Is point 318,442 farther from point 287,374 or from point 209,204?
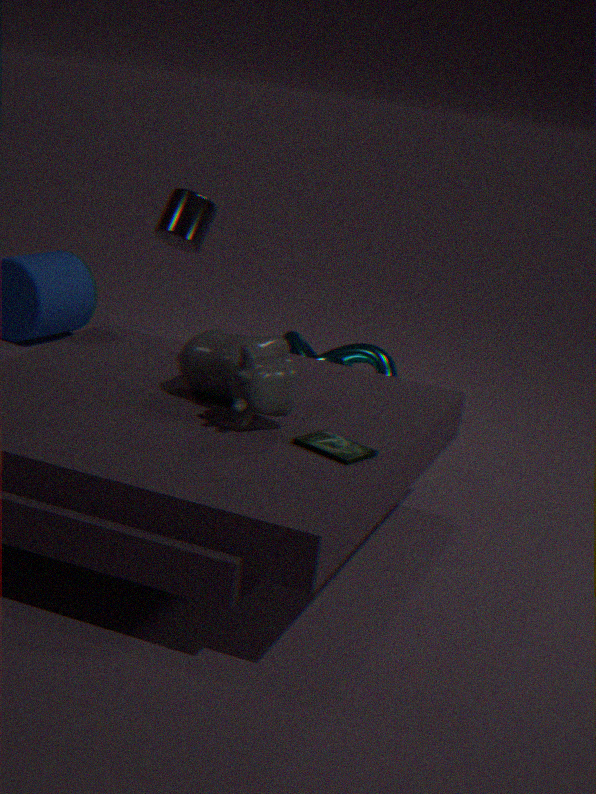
point 209,204
